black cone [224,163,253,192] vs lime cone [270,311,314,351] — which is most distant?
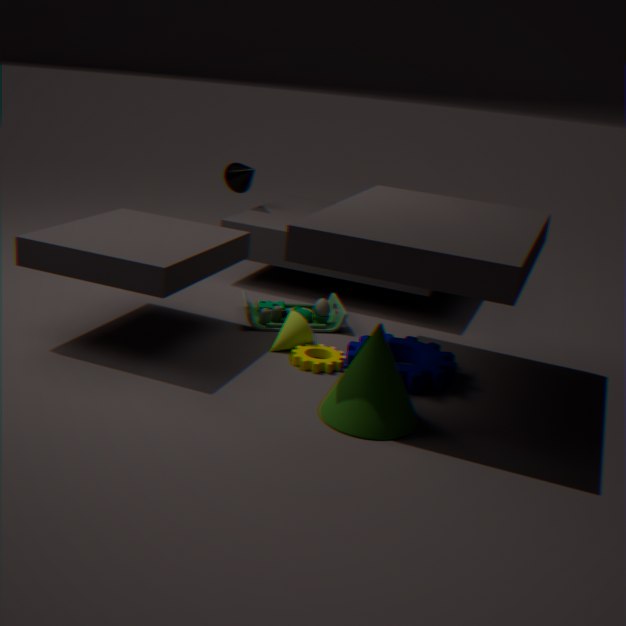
black cone [224,163,253,192]
